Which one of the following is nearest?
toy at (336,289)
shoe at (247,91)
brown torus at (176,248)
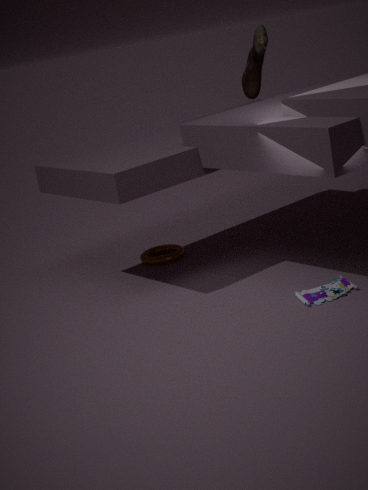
toy at (336,289)
